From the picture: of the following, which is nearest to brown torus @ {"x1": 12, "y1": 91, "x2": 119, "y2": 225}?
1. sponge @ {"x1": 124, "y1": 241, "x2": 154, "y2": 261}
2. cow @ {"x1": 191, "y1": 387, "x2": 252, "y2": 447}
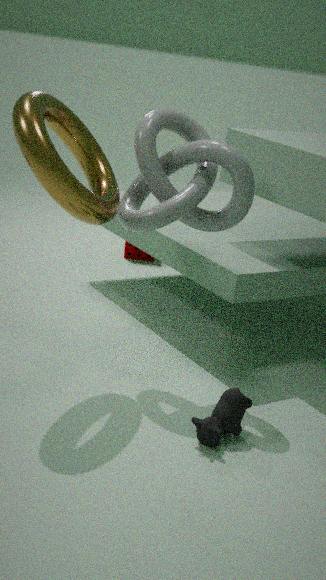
cow @ {"x1": 191, "y1": 387, "x2": 252, "y2": 447}
